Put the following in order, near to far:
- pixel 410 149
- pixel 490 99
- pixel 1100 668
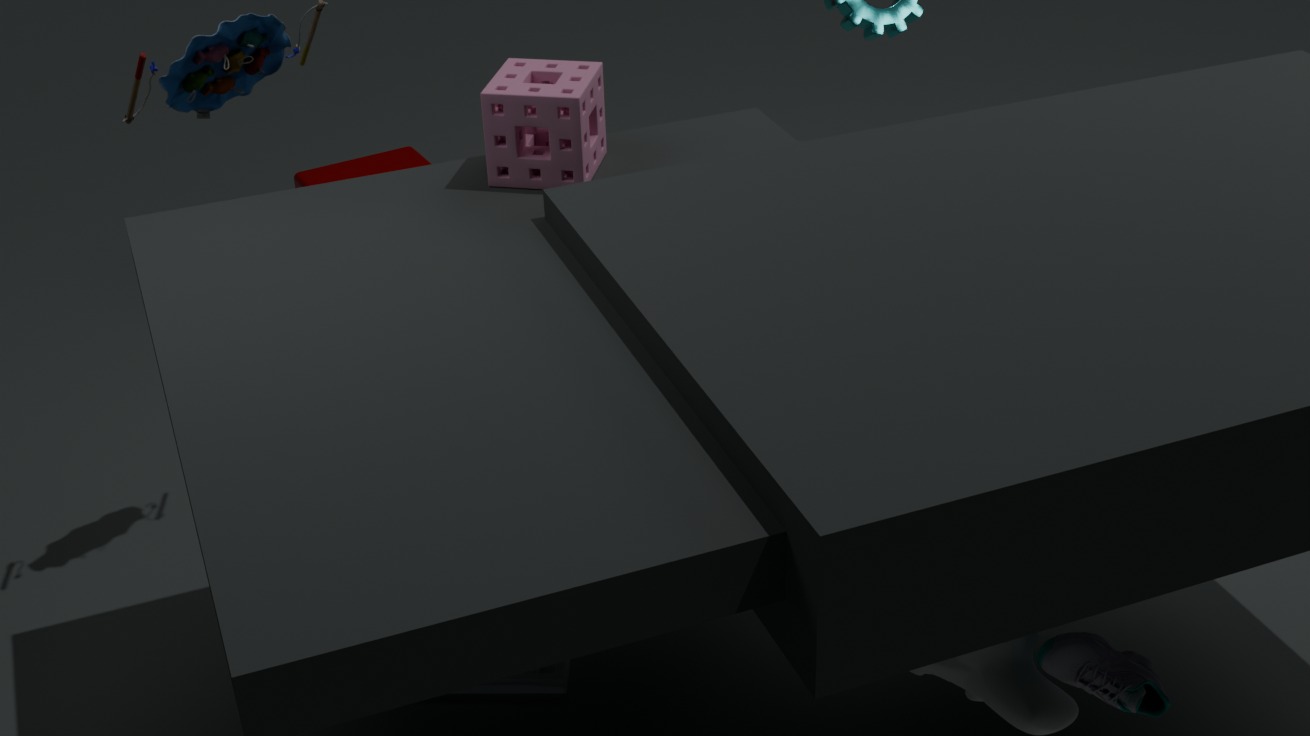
pixel 1100 668, pixel 490 99, pixel 410 149
